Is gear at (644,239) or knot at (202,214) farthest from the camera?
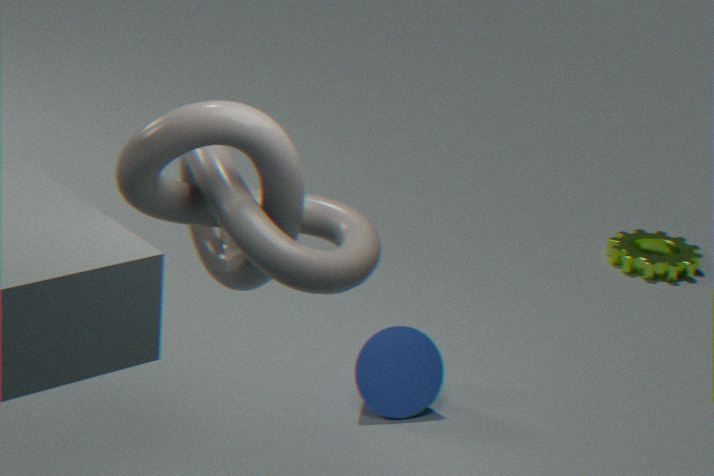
gear at (644,239)
